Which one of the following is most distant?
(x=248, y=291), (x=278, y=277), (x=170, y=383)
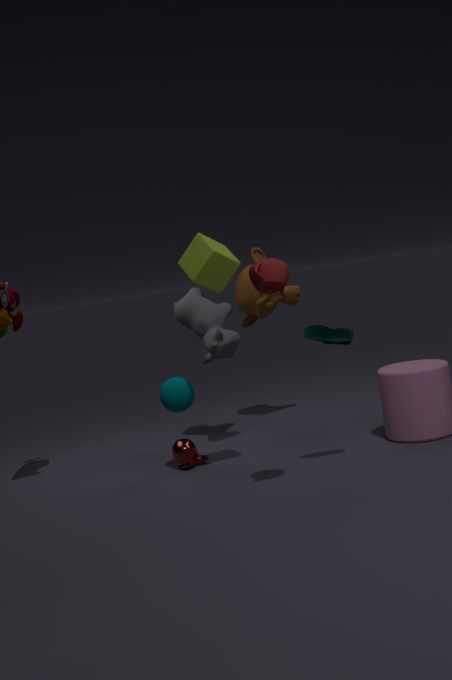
(x=248, y=291)
